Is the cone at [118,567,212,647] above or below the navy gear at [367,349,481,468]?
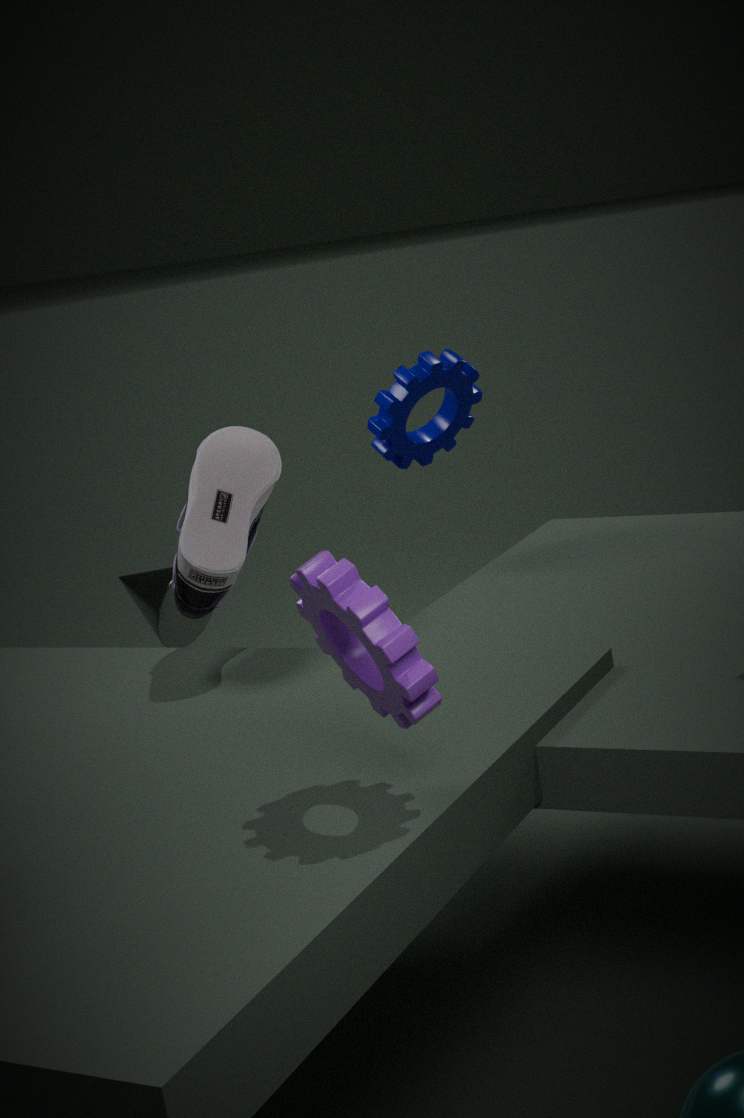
below
